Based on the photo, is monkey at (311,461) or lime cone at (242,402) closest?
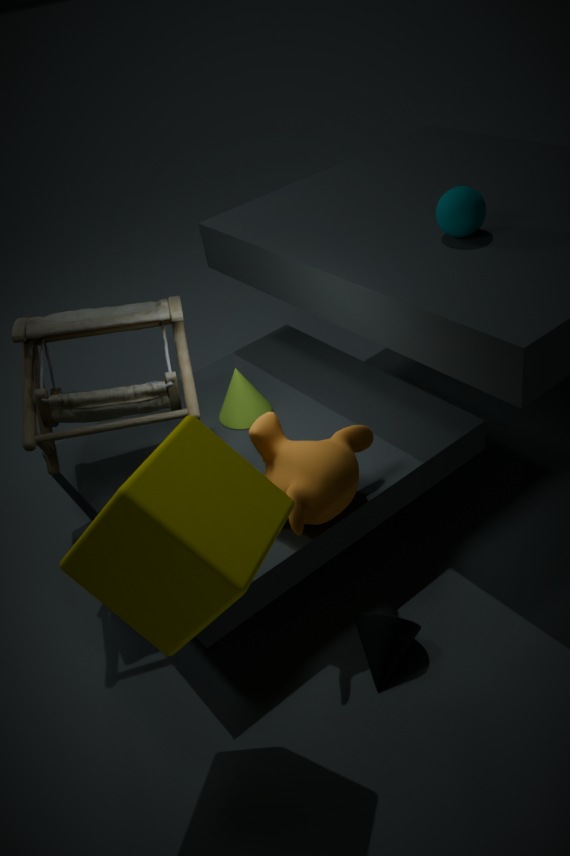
monkey at (311,461)
